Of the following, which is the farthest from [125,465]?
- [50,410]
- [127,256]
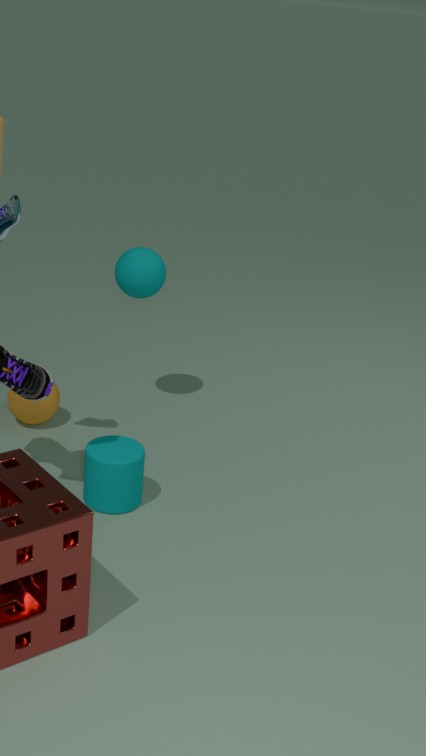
[127,256]
